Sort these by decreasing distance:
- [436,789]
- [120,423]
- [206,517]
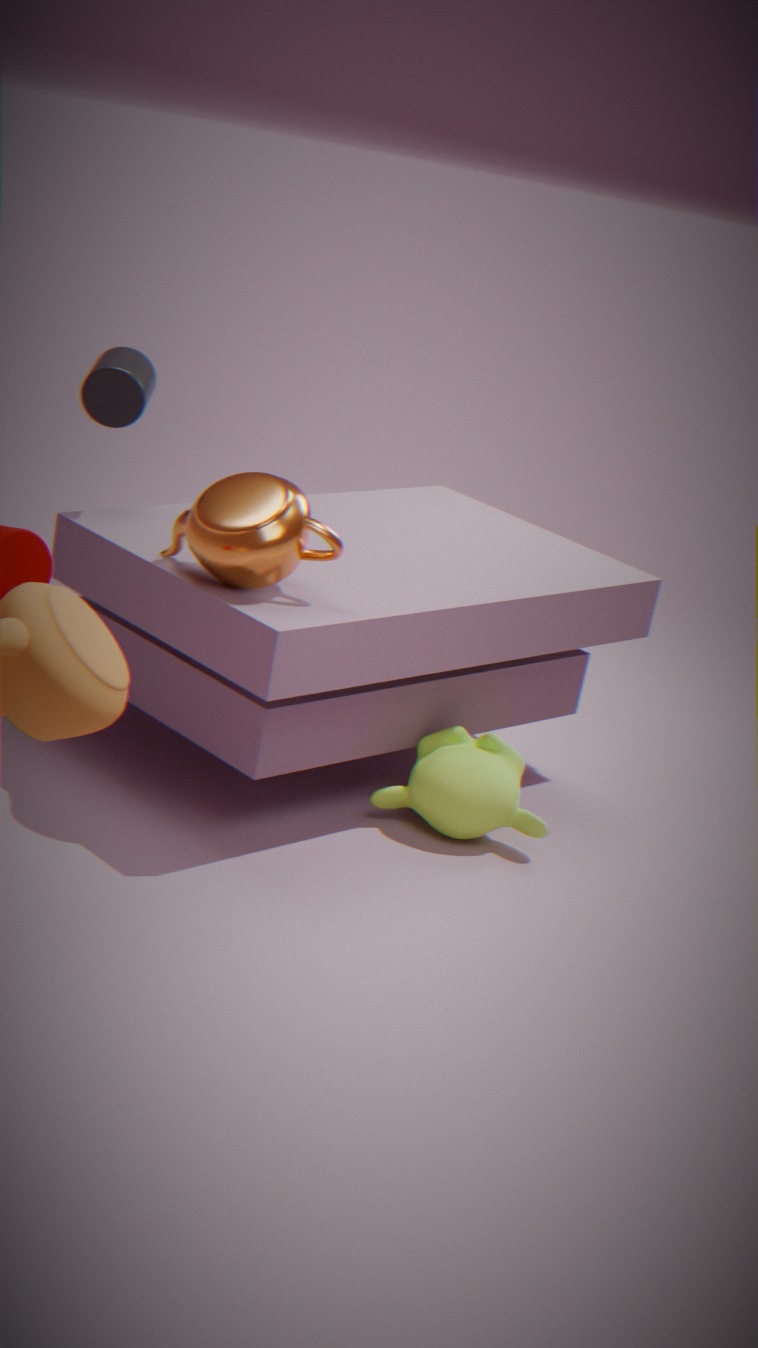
[436,789] < [120,423] < [206,517]
